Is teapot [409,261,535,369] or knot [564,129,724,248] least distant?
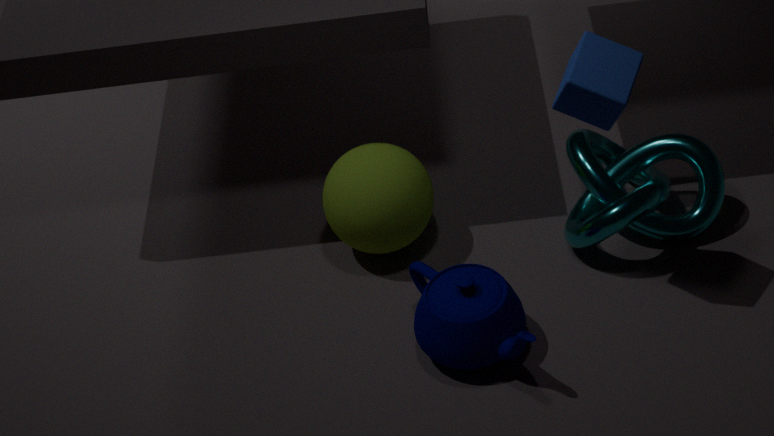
teapot [409,261,535,369]
